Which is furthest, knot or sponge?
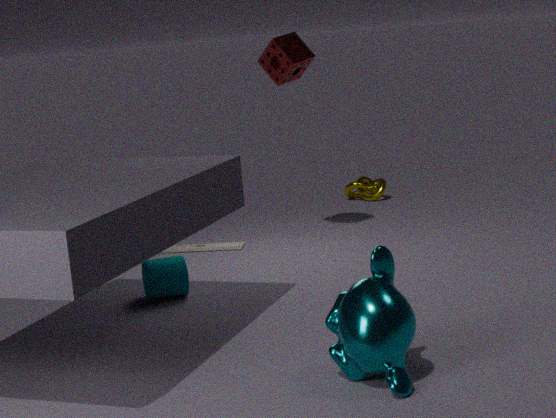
knot
